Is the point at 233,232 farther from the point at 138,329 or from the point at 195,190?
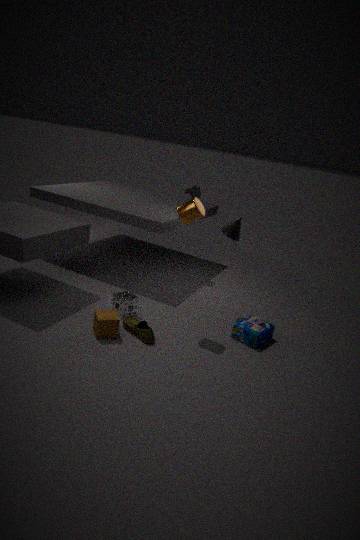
the point at 138,329
